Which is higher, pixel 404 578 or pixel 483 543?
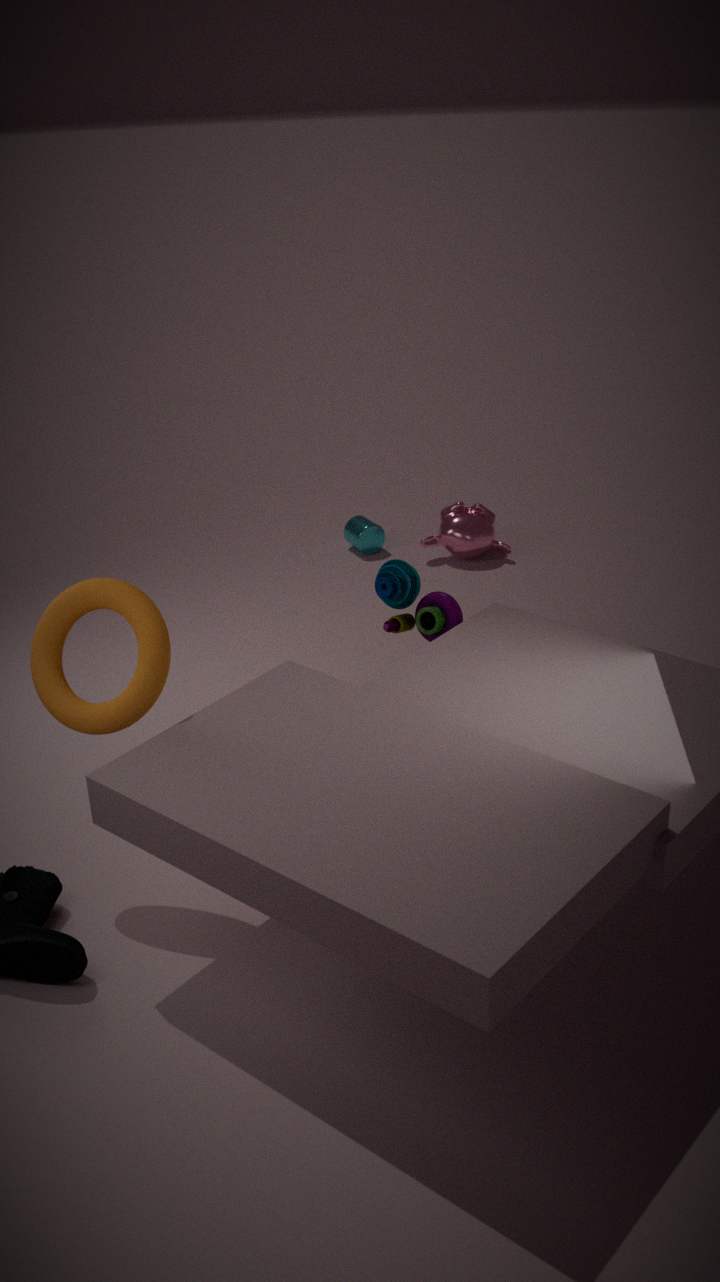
pixel 404 578
